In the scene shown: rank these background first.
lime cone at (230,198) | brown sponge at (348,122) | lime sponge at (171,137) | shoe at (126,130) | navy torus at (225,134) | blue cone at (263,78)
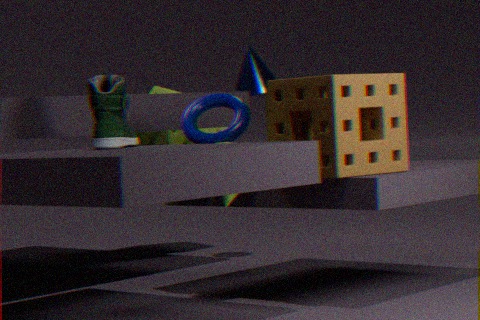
1. lime sponge at (171,137)
2. blue cone at (263,78)
3. navy torus at (225,134)
4. lime cone at (230,198)
5. shoe at (126,130)
6. brown sponge at (348,122)
